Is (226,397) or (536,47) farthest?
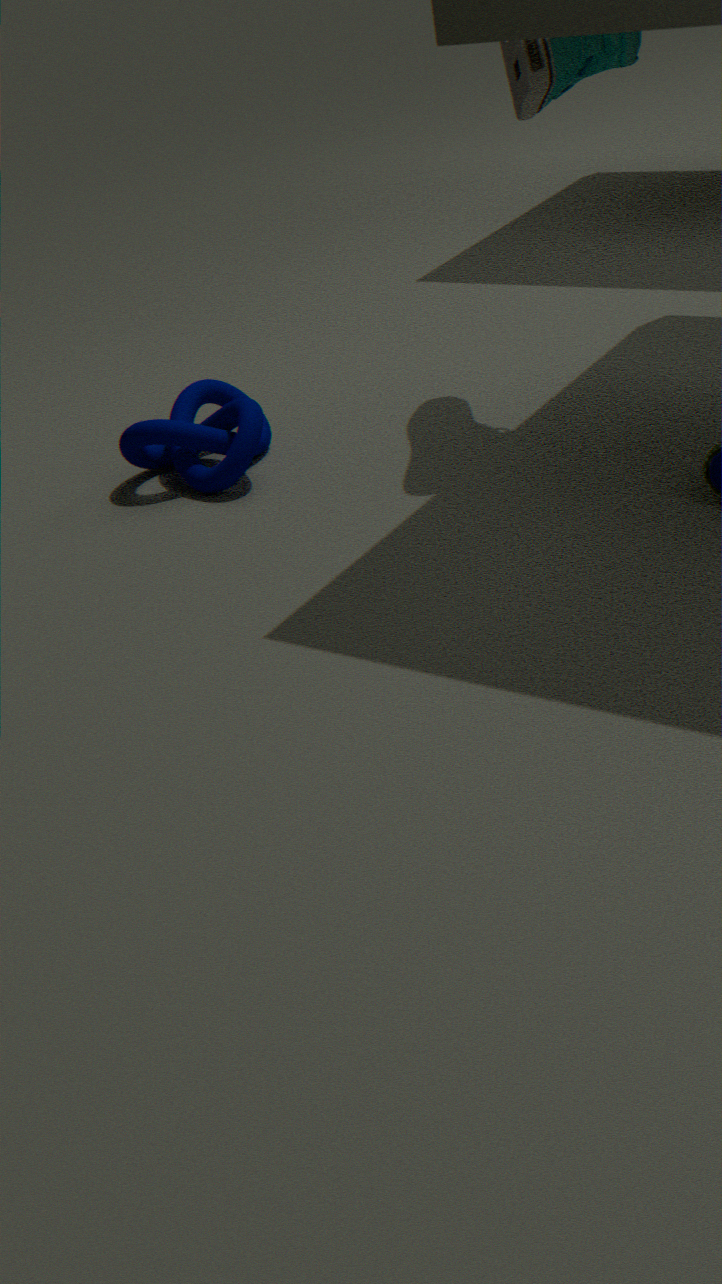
(226,397)
